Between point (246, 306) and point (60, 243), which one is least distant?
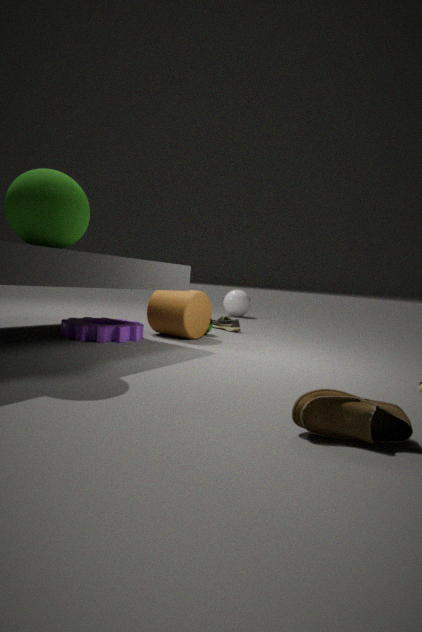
point (60, 243)
